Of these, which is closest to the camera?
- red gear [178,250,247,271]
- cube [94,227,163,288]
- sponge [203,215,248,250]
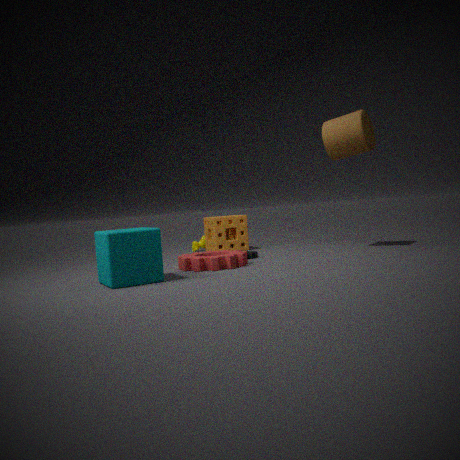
cube [94,227,163,288]
